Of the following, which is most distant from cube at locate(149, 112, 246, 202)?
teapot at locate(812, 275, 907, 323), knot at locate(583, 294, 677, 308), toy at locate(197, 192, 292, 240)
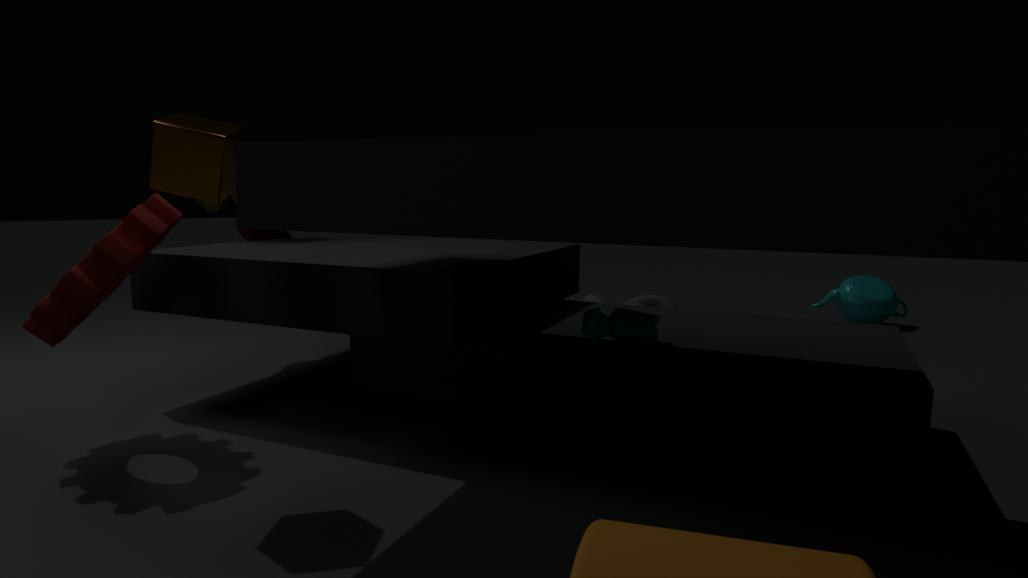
teapot at locate(812, 275, 907, 323)
